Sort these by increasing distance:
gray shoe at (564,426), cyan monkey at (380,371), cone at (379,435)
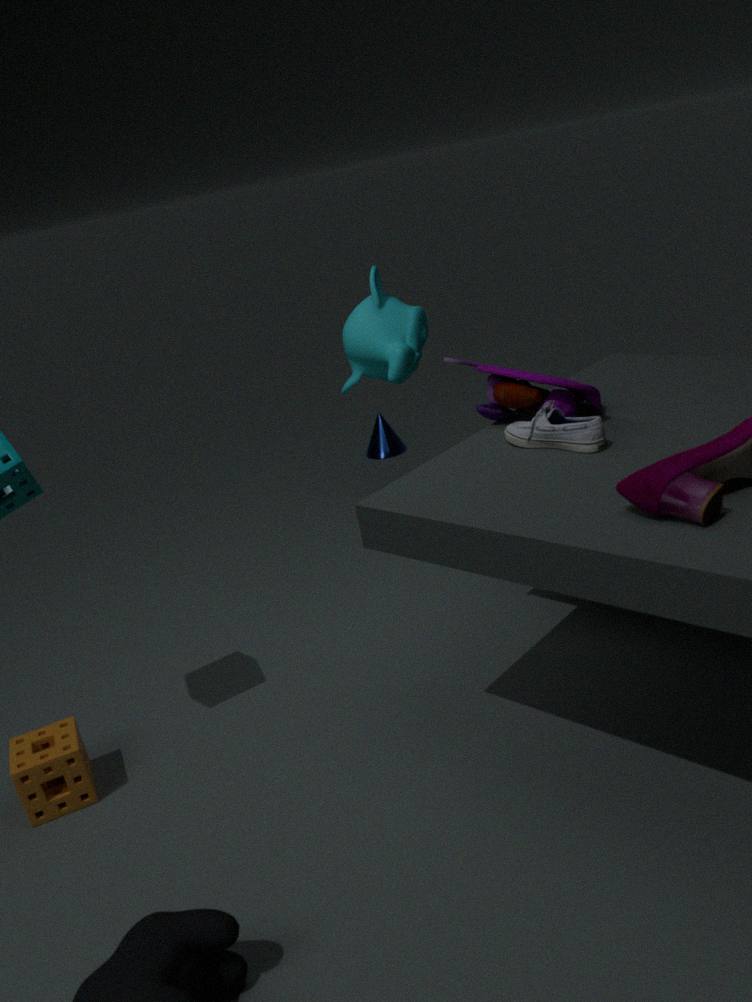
gray shoe at (564,426), cyan monkey at (380,371), cone at (379,435)
